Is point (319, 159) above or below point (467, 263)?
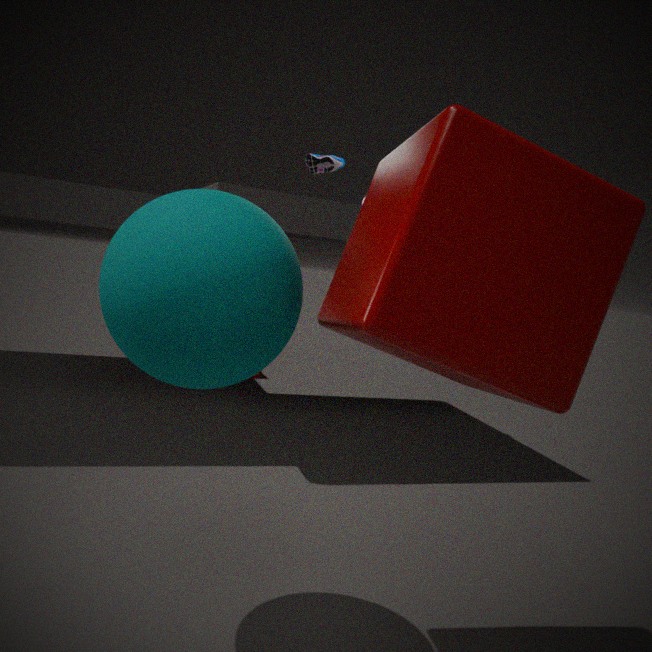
above
